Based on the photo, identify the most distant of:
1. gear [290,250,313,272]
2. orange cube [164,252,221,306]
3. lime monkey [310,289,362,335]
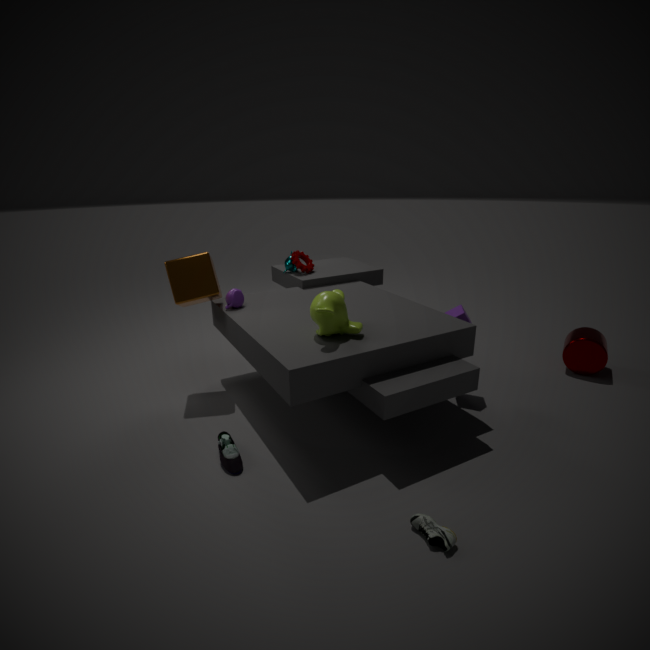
gear [290,250,313,272]
